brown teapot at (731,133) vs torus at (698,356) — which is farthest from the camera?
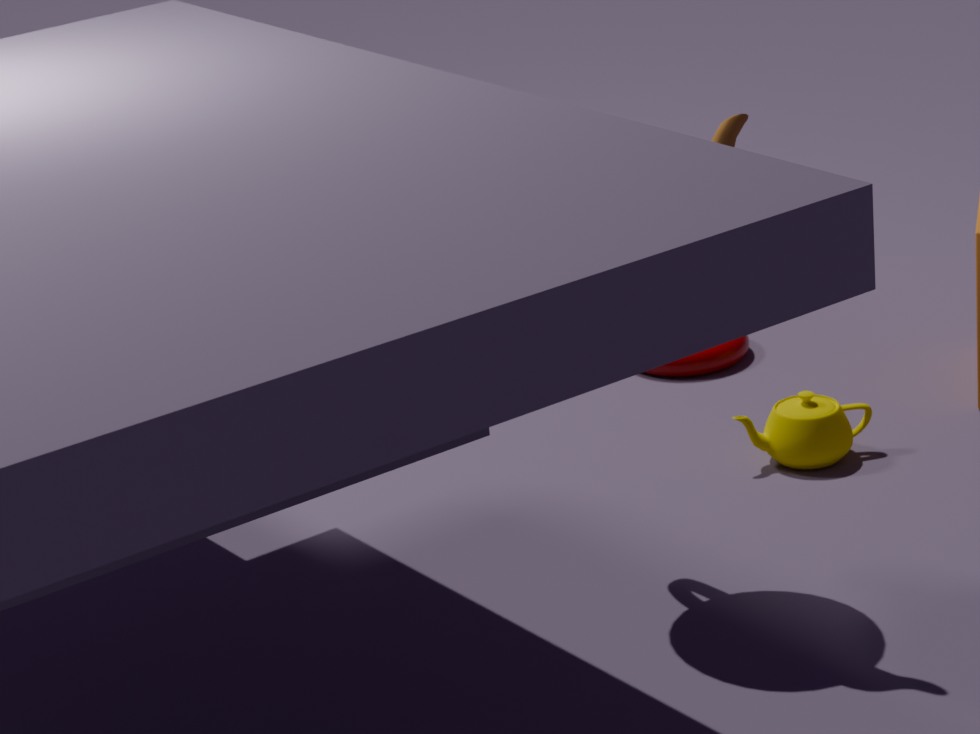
torus at (698,356)
